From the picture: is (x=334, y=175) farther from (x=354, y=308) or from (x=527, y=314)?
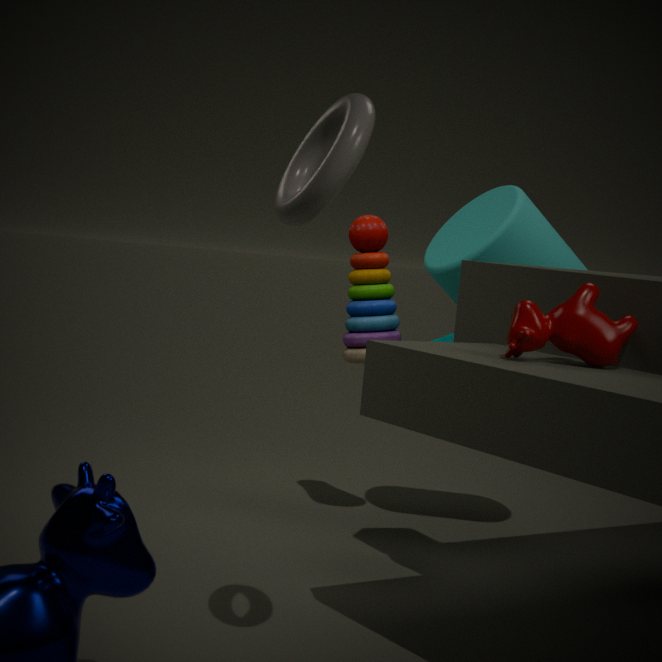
(x=354, y=308)
